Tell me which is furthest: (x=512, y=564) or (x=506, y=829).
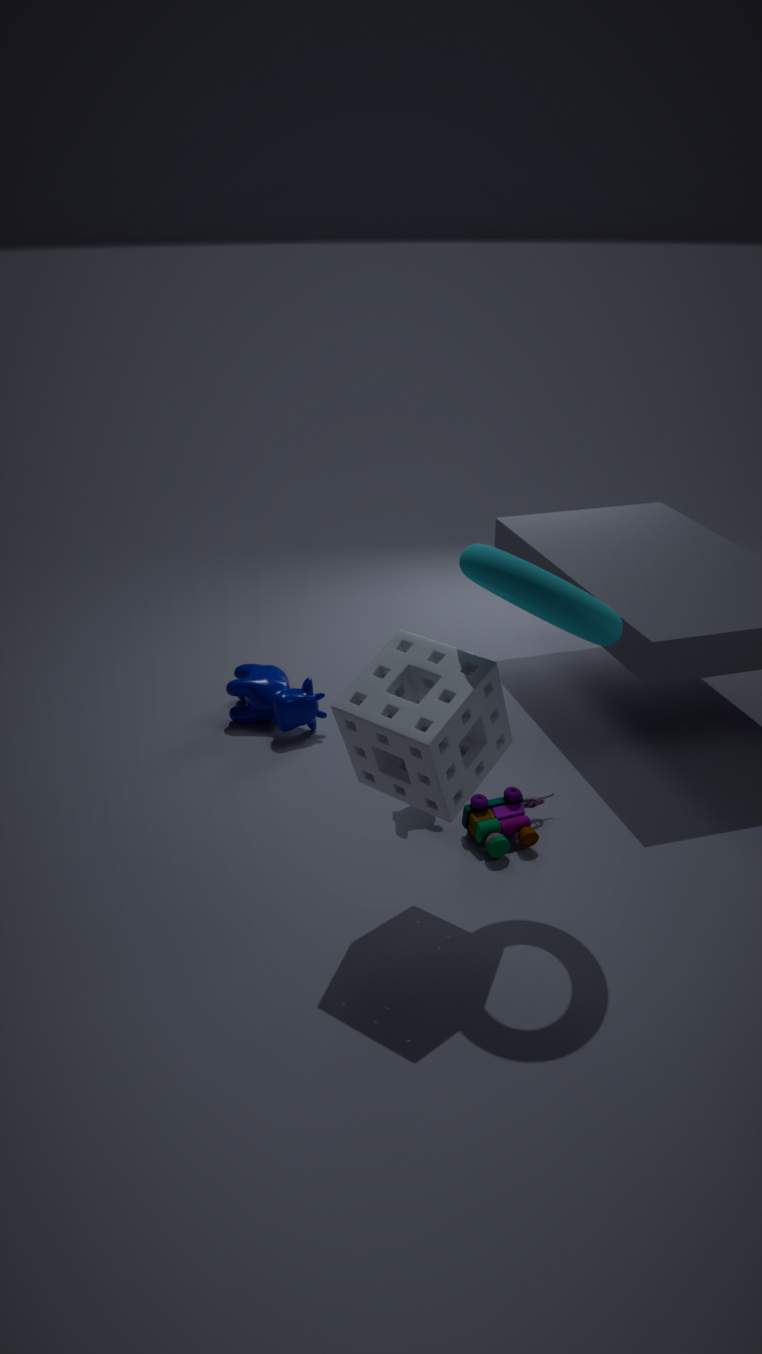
(x=506, y=829)
